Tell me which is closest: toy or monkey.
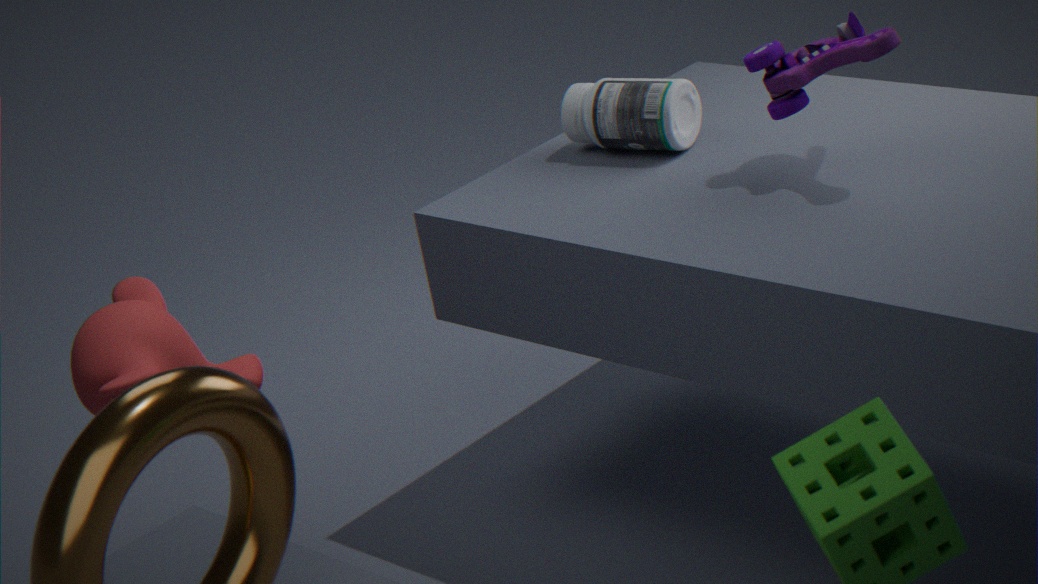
toy
